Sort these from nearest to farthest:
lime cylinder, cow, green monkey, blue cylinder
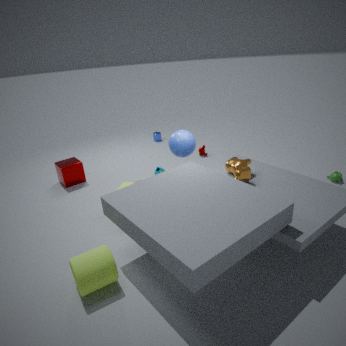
1. lime cylinder
2. cow
3. green monkey
4. blue cylinder
